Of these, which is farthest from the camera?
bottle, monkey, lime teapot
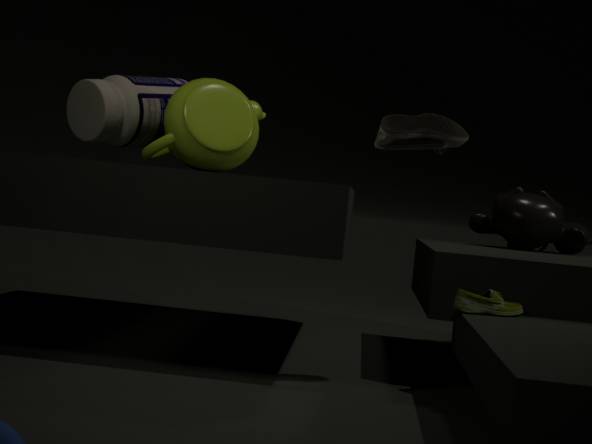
monkey
